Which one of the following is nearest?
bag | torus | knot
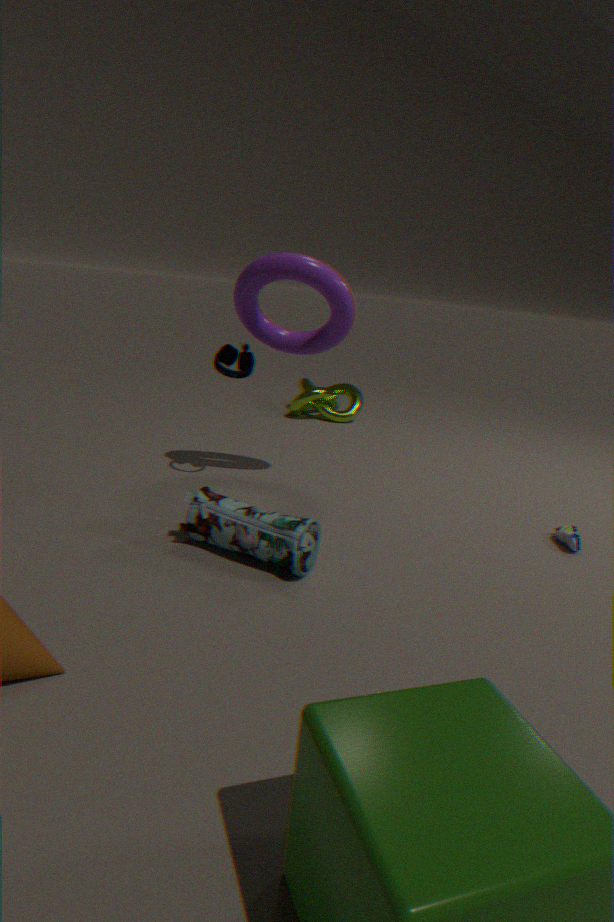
bag
